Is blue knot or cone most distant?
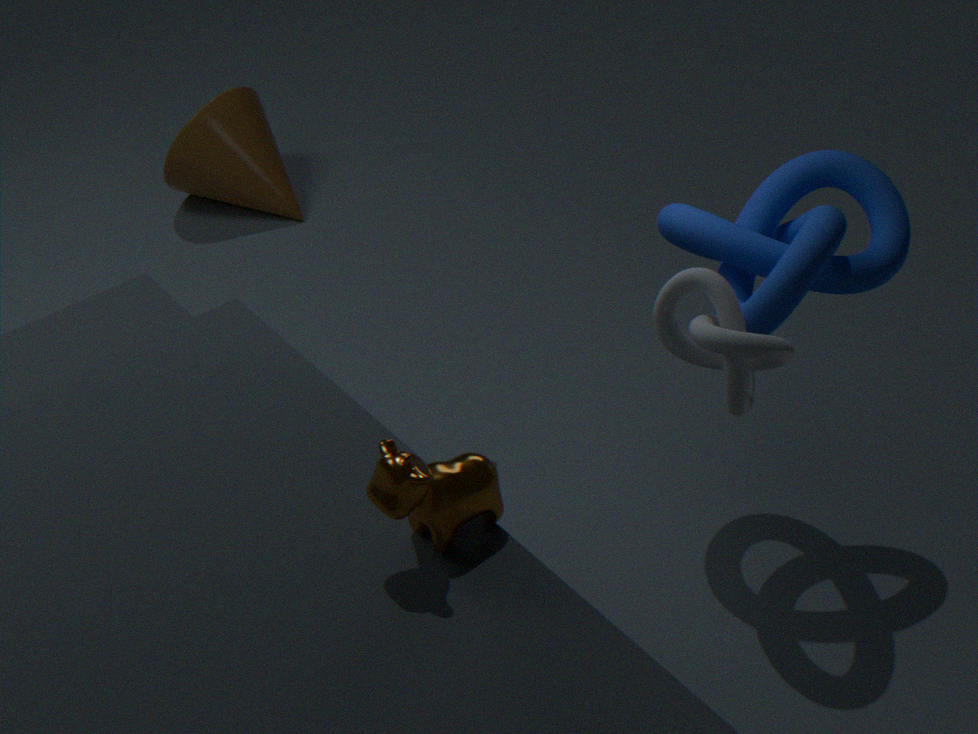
cone
